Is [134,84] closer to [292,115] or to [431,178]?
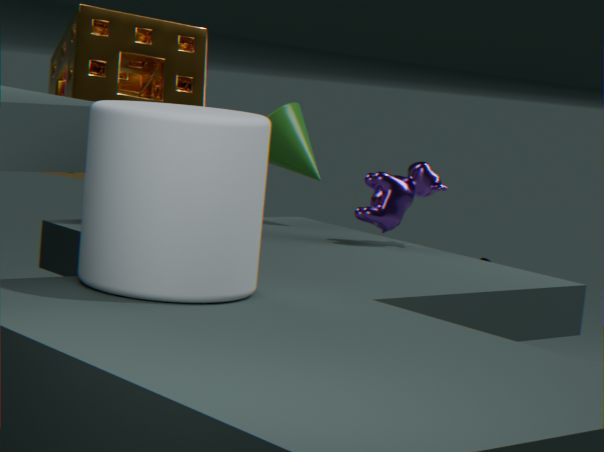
[292,115]
